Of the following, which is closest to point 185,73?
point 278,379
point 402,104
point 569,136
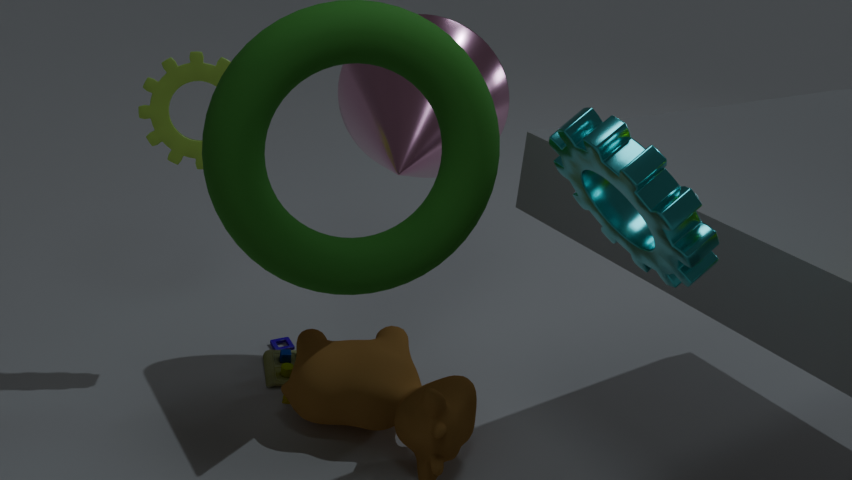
point 402,104
